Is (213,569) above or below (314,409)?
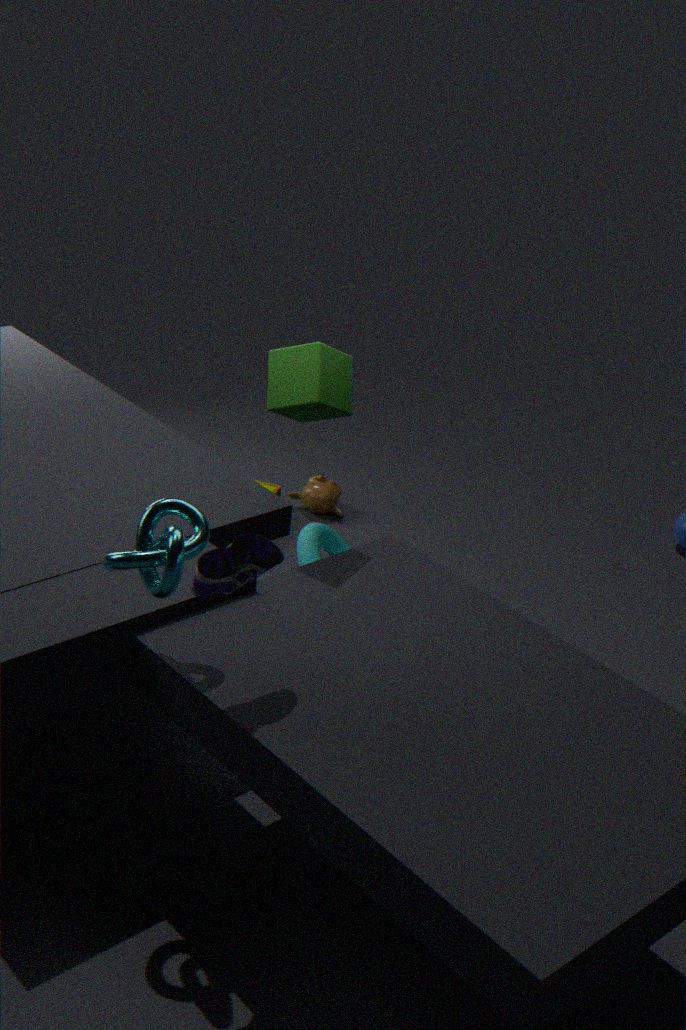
below
